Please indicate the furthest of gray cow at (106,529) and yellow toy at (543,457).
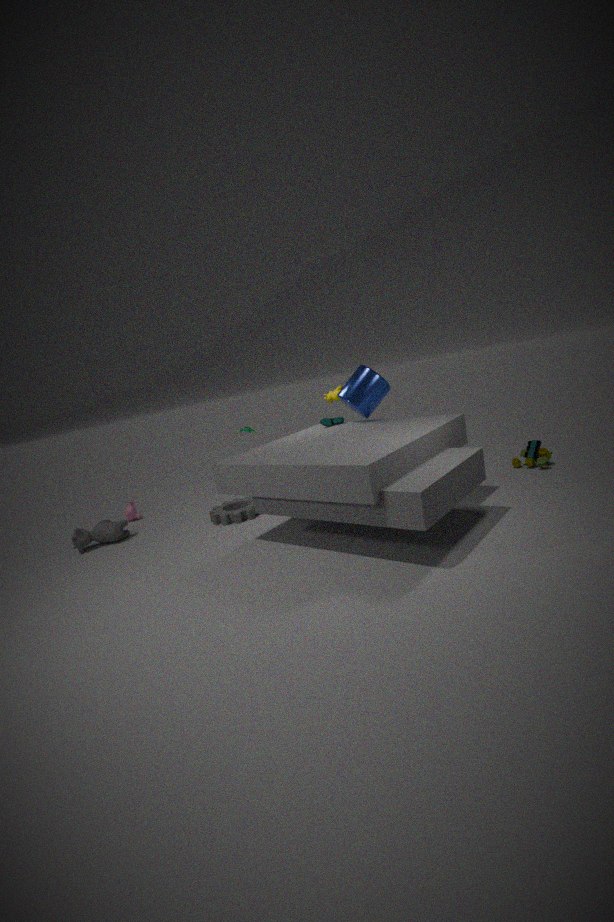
gray cow at (106,529)
